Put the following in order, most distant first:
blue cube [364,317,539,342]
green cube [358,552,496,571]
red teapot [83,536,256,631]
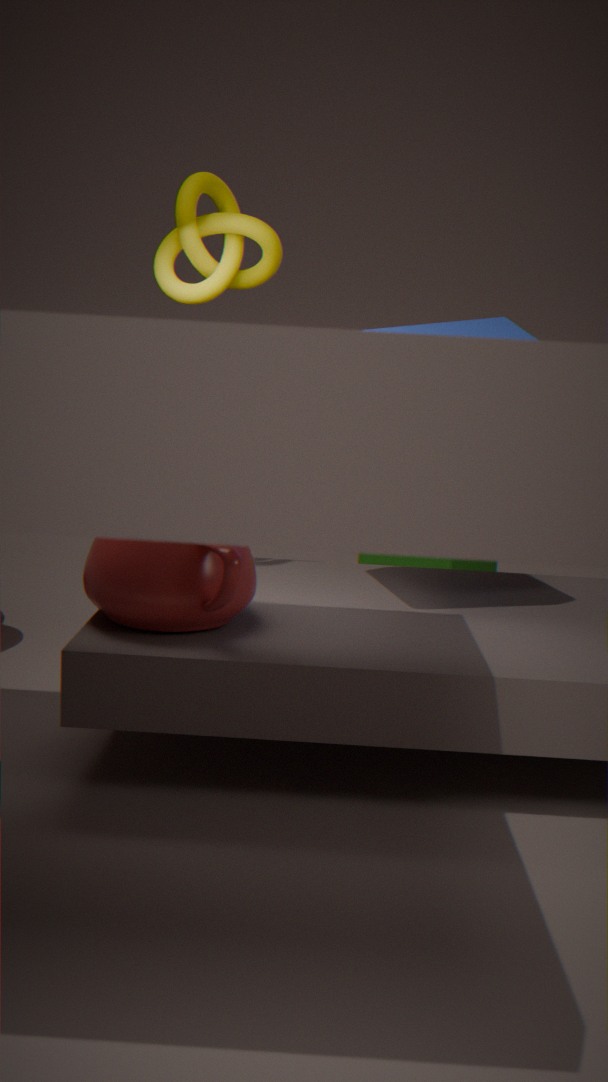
1. green cube [358,552,496,571]
2. blue cube [364,317,539,342]
3. red teapot [83,536,256,631]
